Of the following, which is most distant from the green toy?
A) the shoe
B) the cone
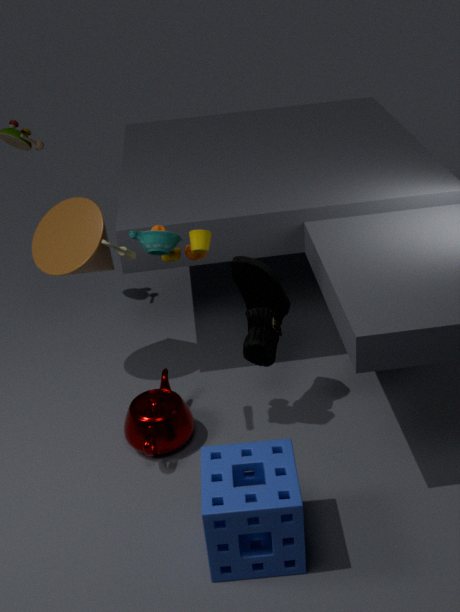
the cone
